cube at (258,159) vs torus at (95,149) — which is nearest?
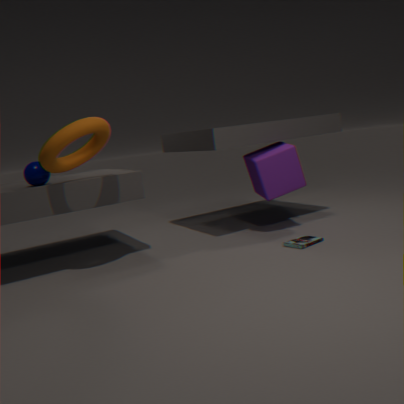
torus at (95,149)
